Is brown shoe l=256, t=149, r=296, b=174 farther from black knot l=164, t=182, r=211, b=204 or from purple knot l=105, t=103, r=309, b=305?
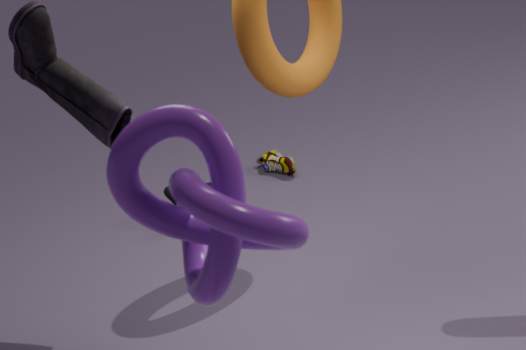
purple knot l=105, t=103, r=309, b=305
